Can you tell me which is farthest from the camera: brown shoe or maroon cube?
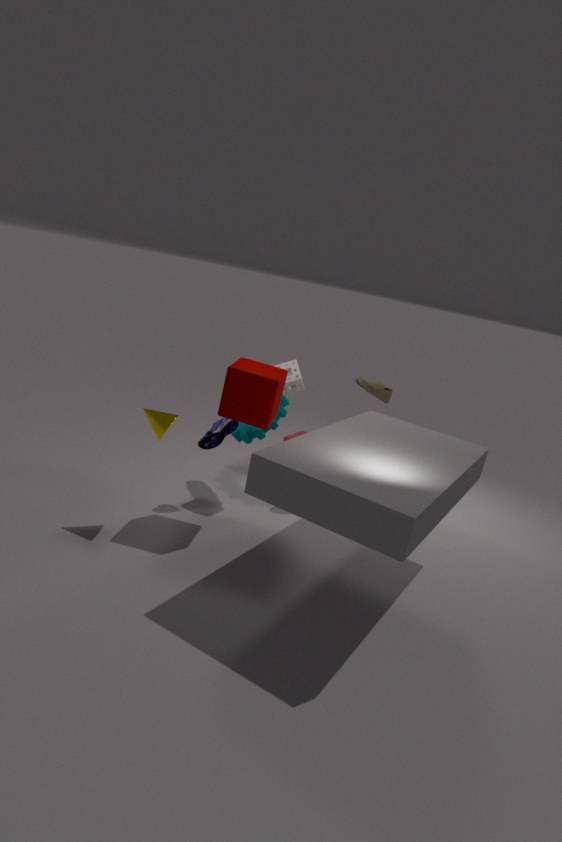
brown shoe
